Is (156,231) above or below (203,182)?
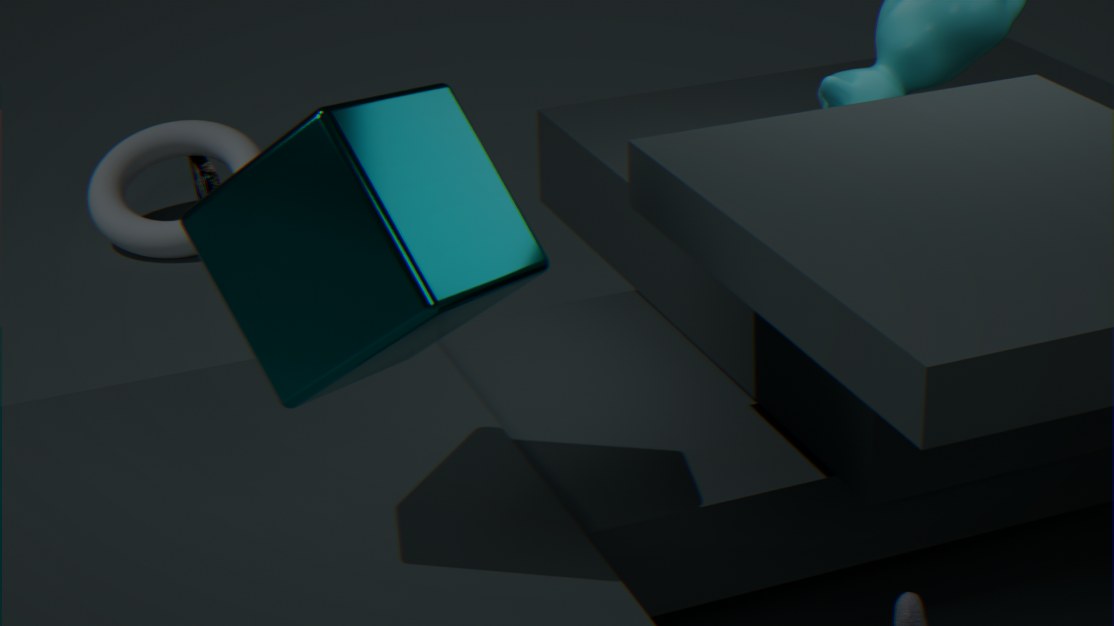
above
